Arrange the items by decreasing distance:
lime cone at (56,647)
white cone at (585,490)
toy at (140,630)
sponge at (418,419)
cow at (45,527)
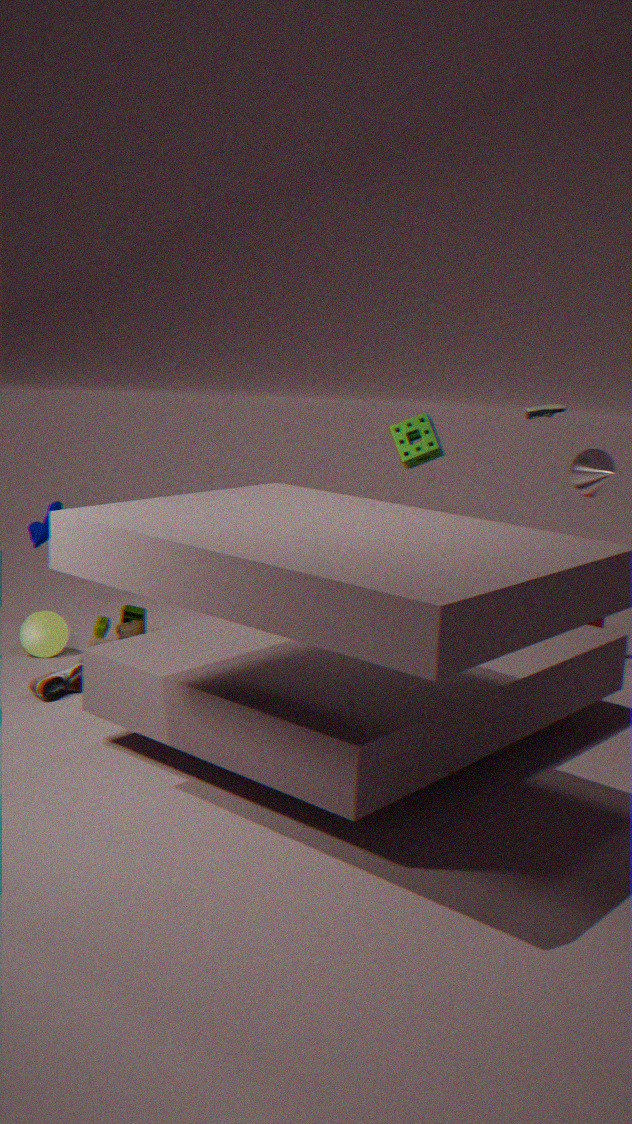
sponge at (418,419) → lime cone at (56,647) → toy at (140,630) → cow at (45,527) → white cone at (585,490)
